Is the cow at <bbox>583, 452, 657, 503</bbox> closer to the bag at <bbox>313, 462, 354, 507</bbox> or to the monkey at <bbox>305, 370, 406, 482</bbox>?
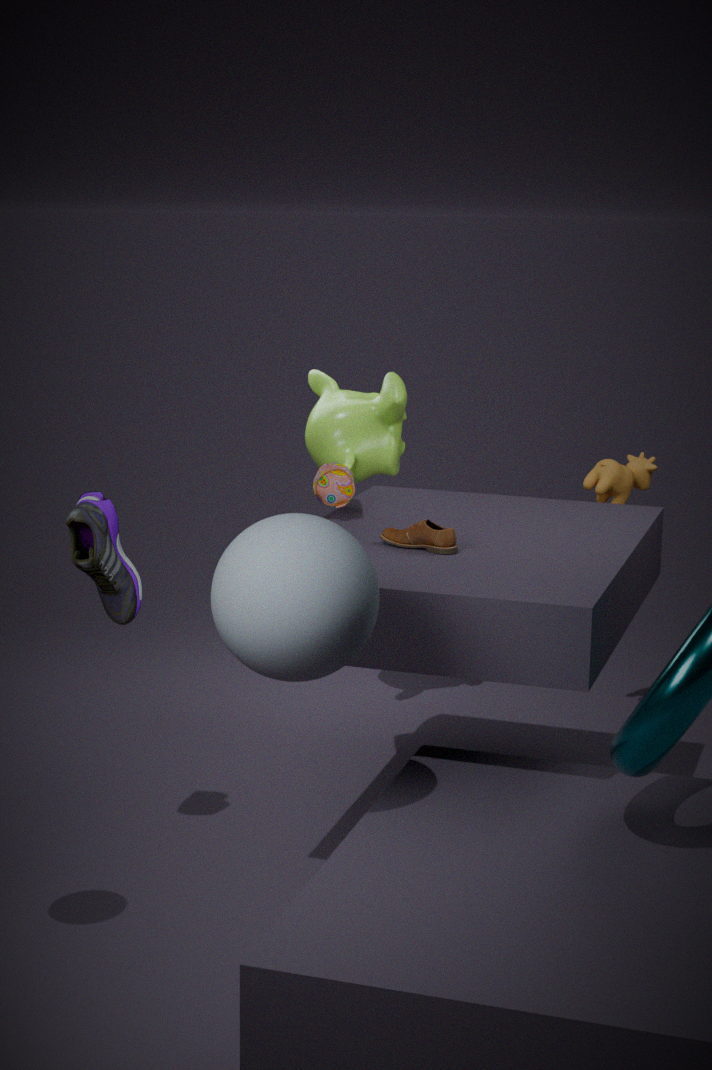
the monkey at <bbox>305, 370, 406, 482</bbox>
